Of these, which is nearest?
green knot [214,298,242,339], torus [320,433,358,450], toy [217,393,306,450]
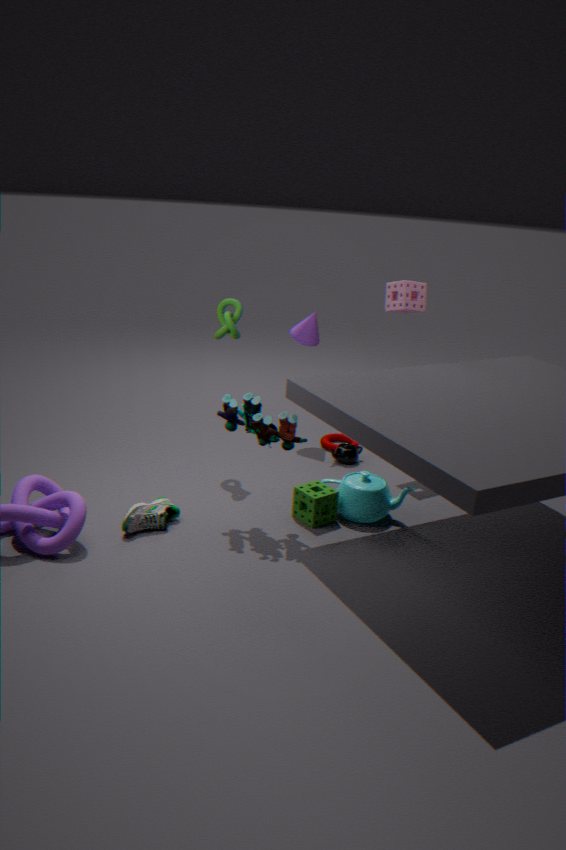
toy [217,393,306,450]
